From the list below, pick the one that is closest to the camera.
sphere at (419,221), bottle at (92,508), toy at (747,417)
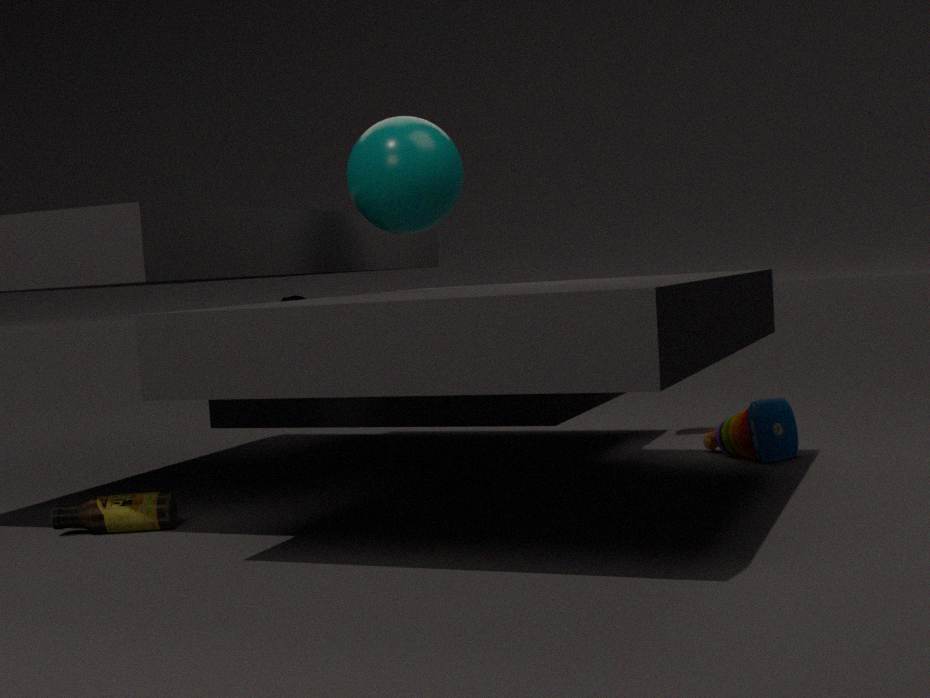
bottle at (92,508)
